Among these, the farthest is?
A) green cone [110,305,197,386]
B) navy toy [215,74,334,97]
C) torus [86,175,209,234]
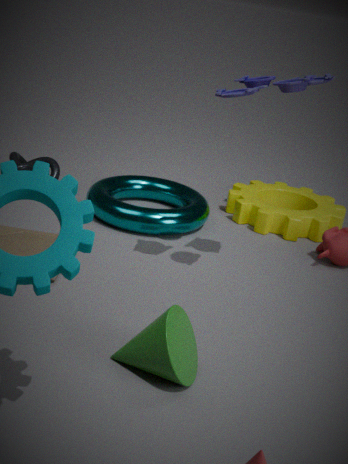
torus [86,175,209,234]
